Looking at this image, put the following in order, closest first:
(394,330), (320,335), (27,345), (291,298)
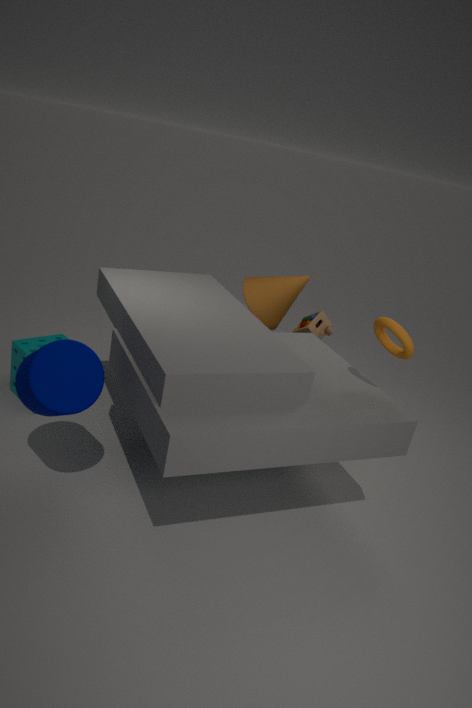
(394,330), (27,345), (320,335), (291,298)
